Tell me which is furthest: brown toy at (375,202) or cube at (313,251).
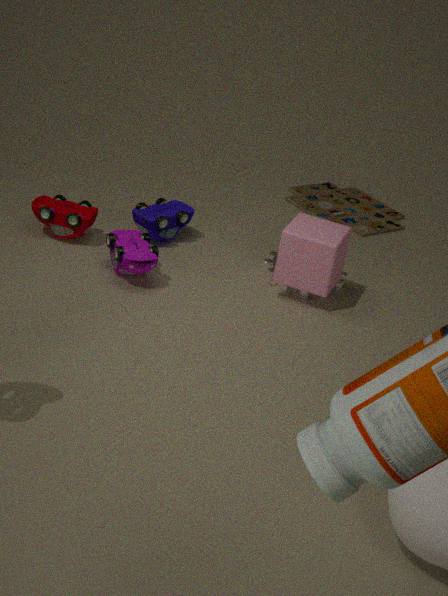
brown toy at (375,202)
